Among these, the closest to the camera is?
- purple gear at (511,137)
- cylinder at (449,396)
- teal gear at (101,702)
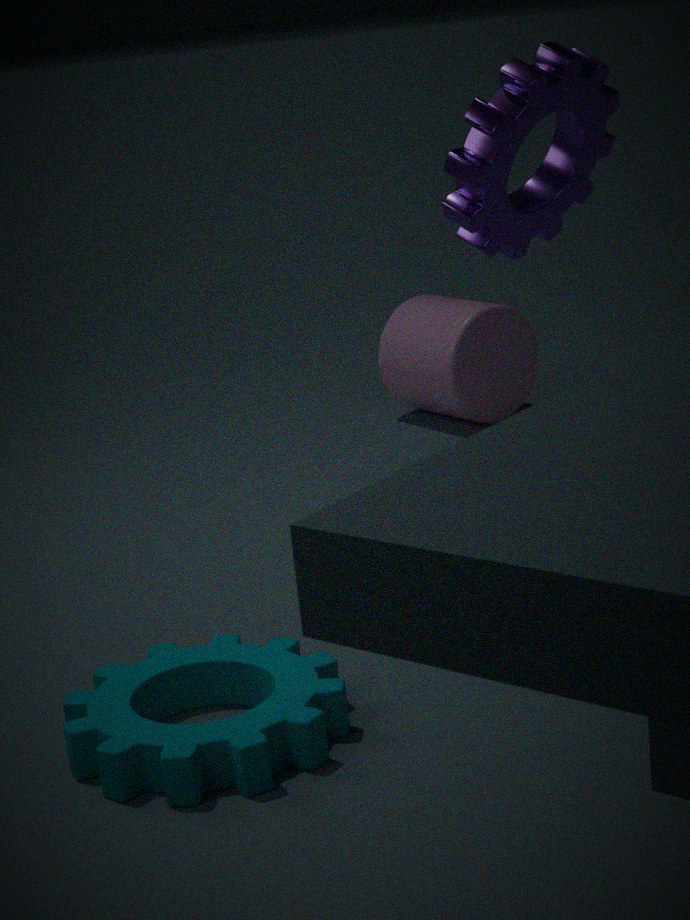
teal gear at (101,702)
